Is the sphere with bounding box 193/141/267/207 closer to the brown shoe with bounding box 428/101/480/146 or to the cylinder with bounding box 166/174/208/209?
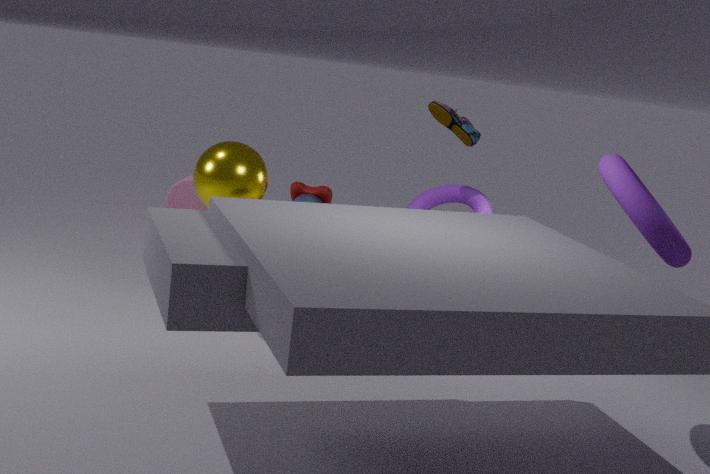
the brown shoe with bounding box 428/101/480/146
